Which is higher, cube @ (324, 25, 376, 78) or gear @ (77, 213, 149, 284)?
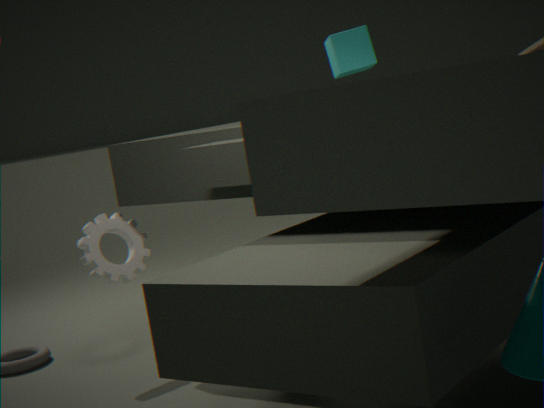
cube @ (324, 25, 376, 78)
